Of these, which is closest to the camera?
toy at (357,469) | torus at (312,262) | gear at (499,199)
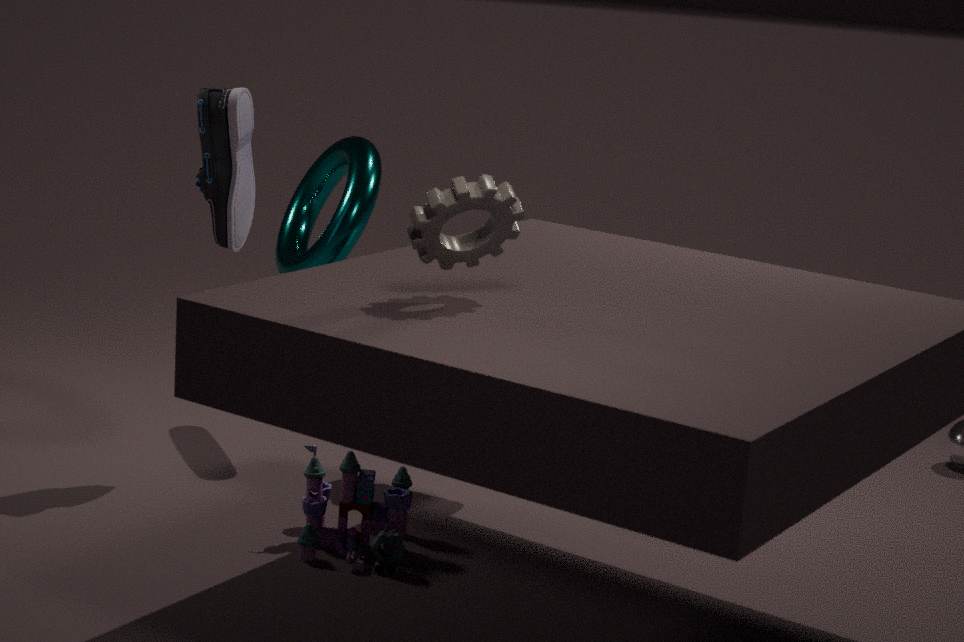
gear at (499,199)
